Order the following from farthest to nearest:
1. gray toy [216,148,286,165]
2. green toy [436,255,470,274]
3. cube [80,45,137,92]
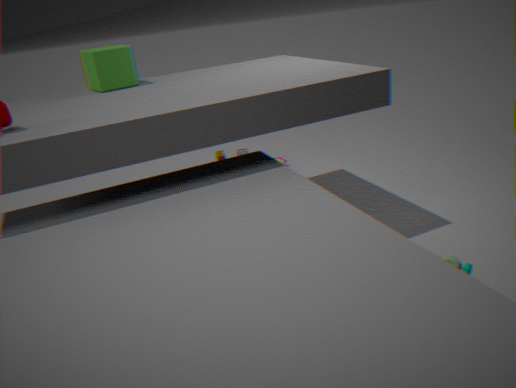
gray toy [216,148,286,165] → cube [80,45,137,92] → green toy [436,255,470,274]
